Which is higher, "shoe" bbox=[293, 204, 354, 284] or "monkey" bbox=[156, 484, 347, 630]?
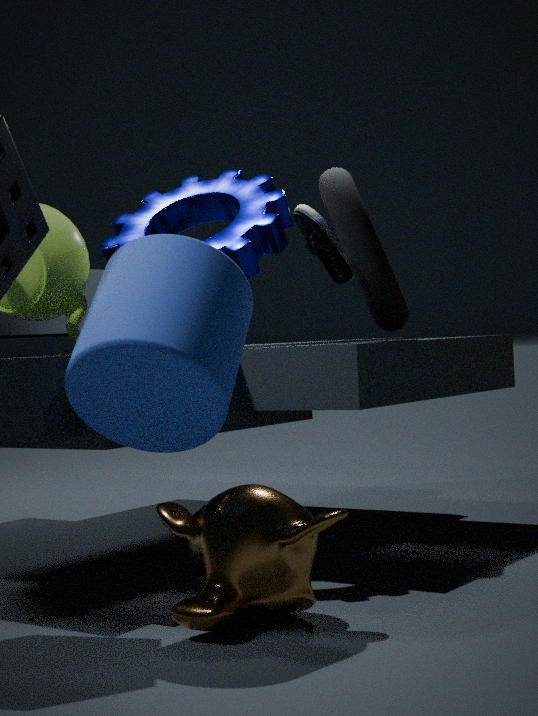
"shoe" bbox=[293, 204, 354, 284]
